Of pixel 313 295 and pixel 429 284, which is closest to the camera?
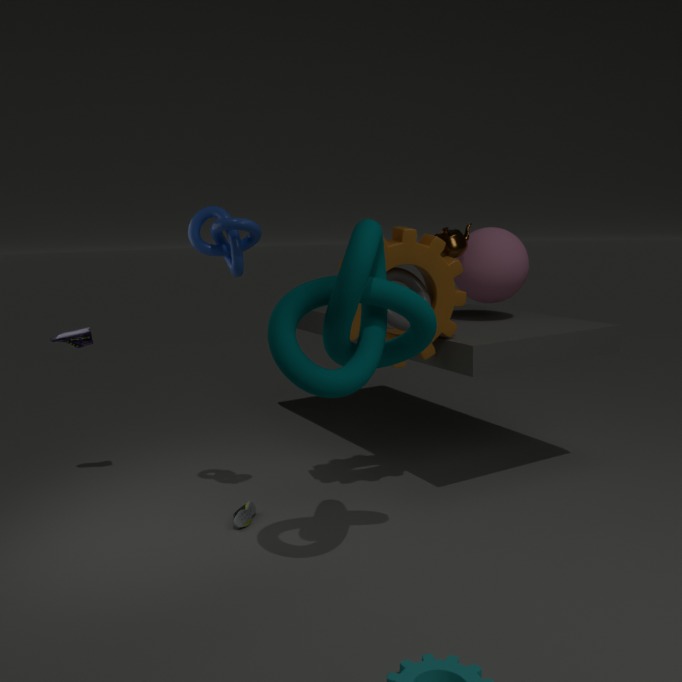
pixel 313 295
